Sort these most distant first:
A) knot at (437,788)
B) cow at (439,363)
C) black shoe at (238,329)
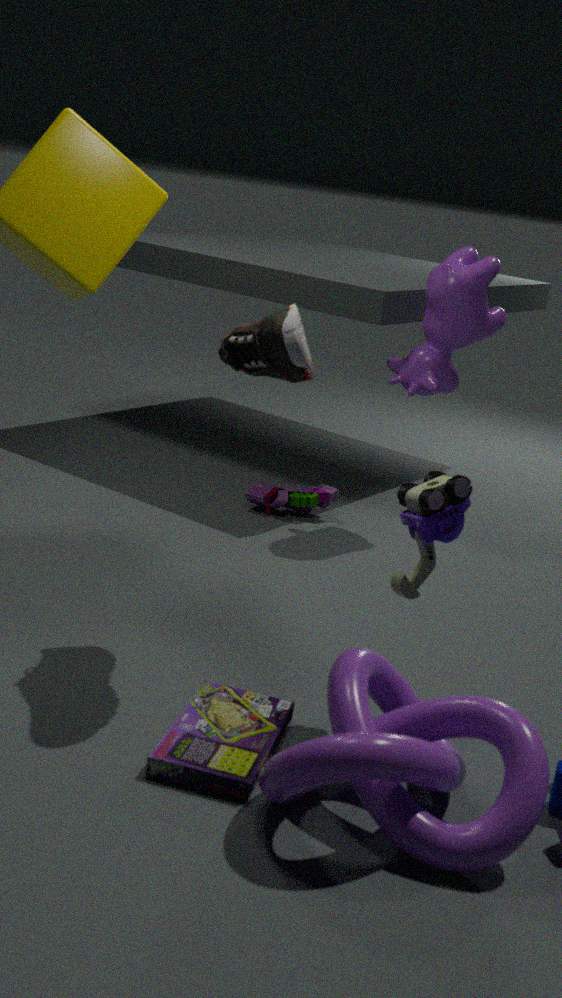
1. cow at (439,363)
2. black shoe at (238,329)
3. knot at (437,788)
